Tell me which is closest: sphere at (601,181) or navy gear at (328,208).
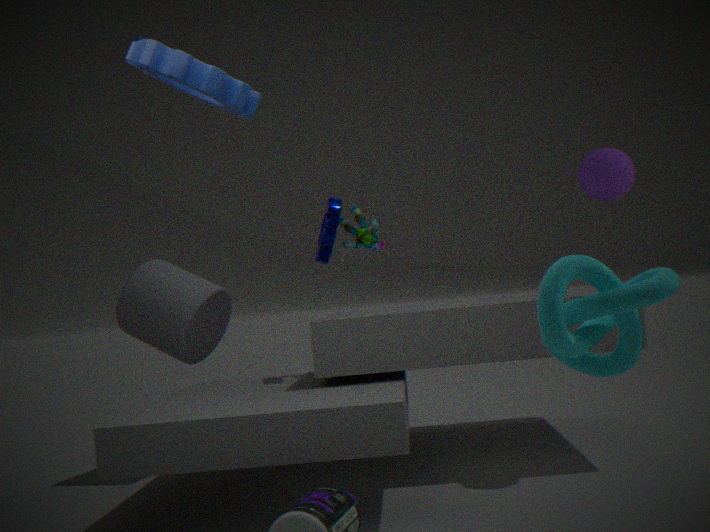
sphere at (601,181)
